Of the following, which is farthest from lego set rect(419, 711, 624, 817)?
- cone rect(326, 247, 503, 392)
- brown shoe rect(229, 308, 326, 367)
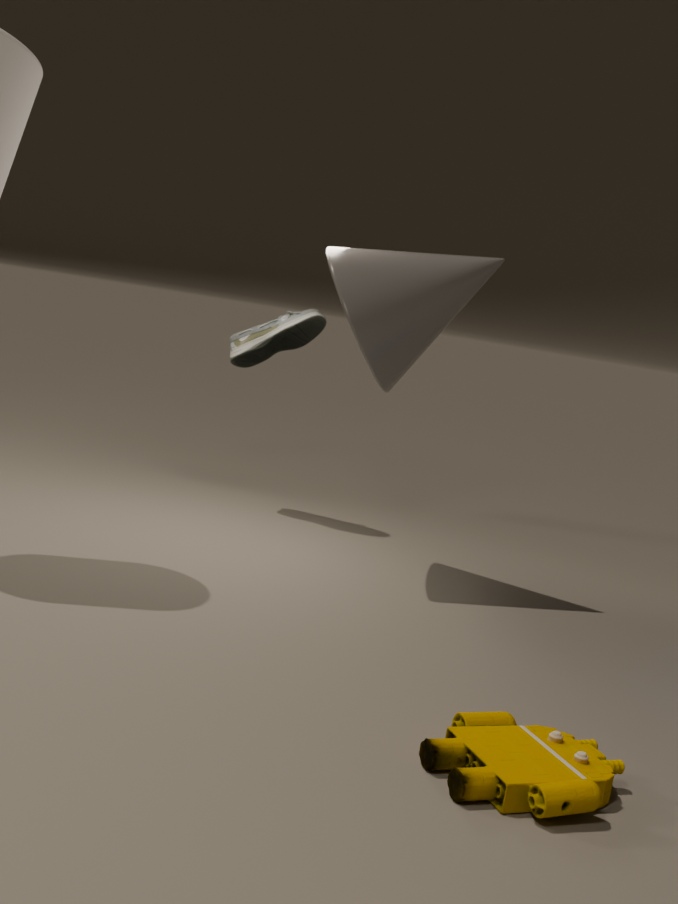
brown shoe rect(229, 308, 326, 367)
